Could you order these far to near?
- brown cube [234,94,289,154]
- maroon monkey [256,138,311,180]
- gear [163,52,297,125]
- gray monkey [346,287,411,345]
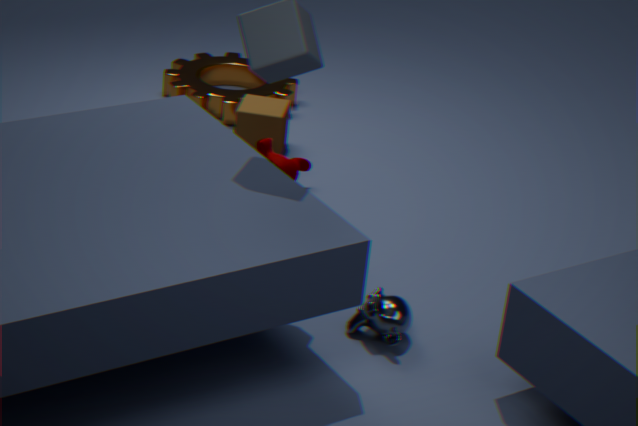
gear [163,52,297,125]
brown cube [234,94,289,154]
maroon monkey [256,138,311,180]
gray monkey [346,287,411,345]
